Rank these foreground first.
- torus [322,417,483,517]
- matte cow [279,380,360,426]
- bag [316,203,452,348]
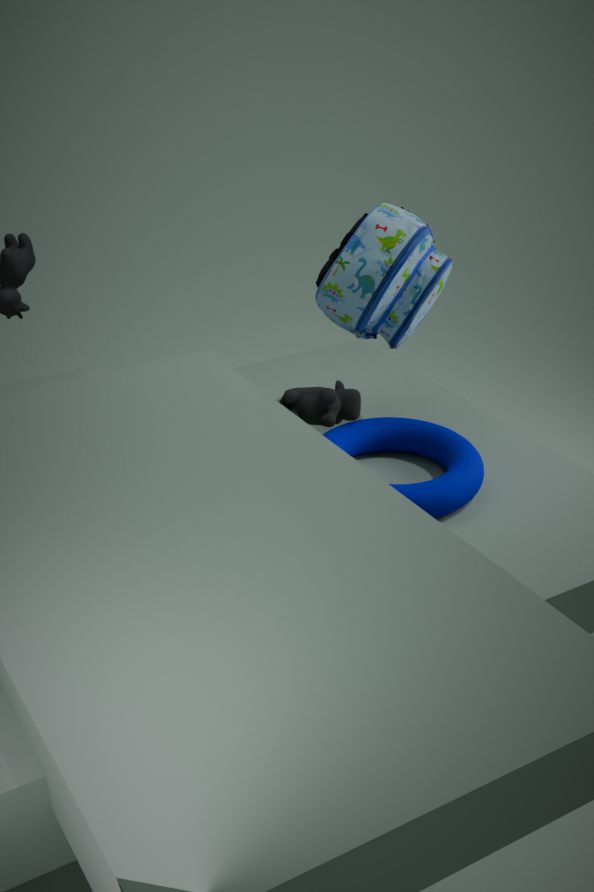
1. matte cow [279,380,360,426]
2. torus [322,417,483,517]
3. bag [316,203,452,348]
